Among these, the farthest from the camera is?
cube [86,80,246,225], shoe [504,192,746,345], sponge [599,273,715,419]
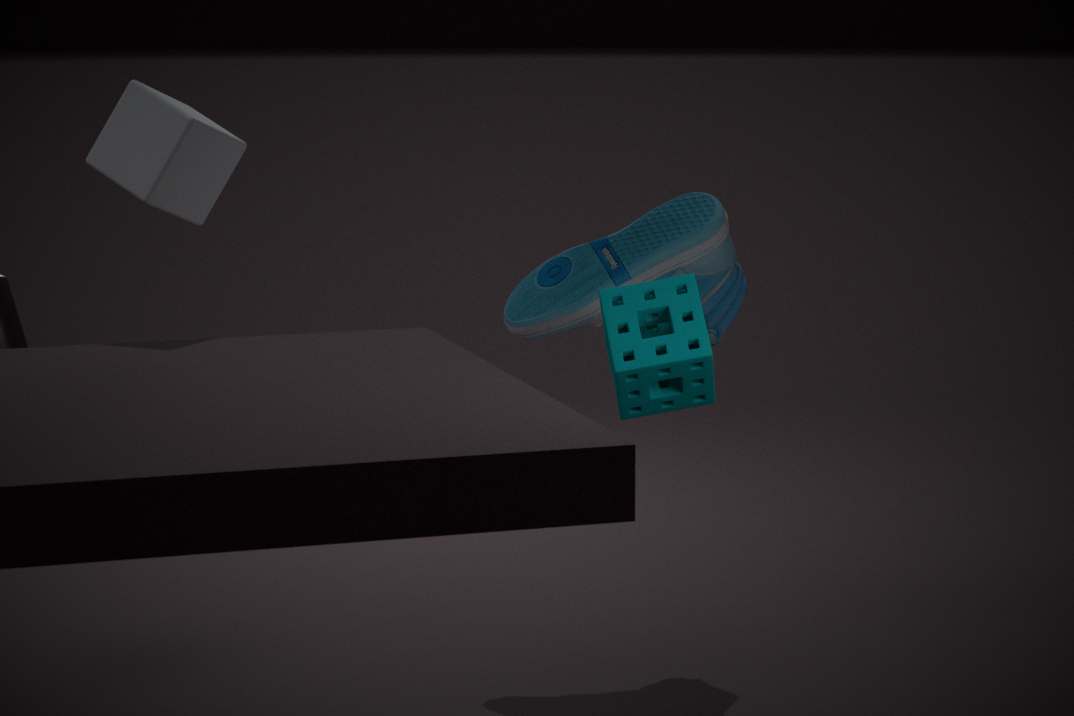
shoe [504,192,746,345]
